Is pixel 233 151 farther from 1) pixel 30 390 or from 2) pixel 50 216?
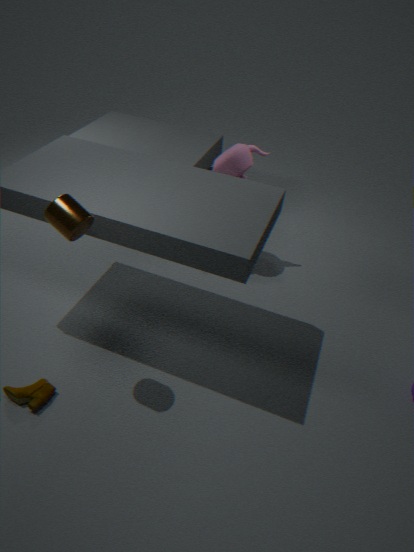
1) pixel 30 390
